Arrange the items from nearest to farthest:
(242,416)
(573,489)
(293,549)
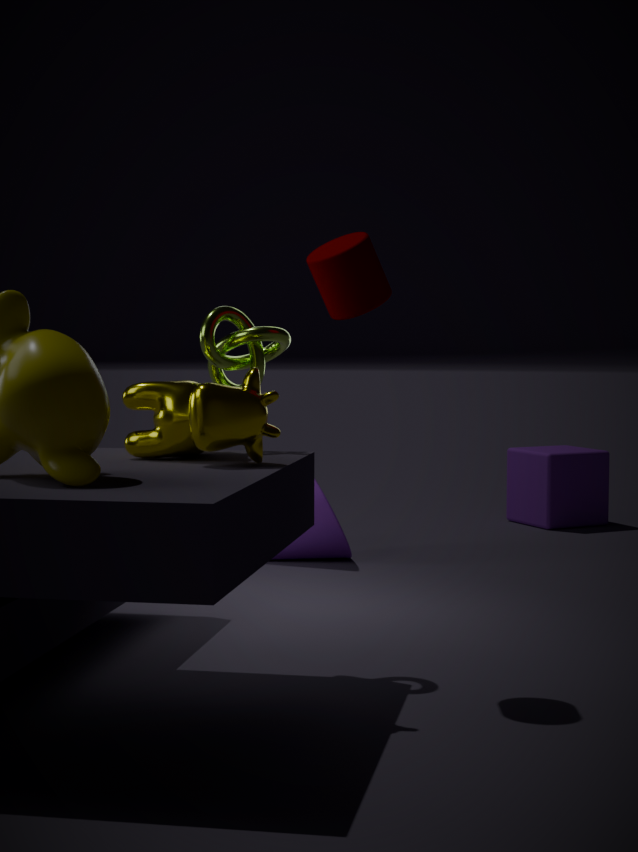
(242,416), (293,549), (573,489)
